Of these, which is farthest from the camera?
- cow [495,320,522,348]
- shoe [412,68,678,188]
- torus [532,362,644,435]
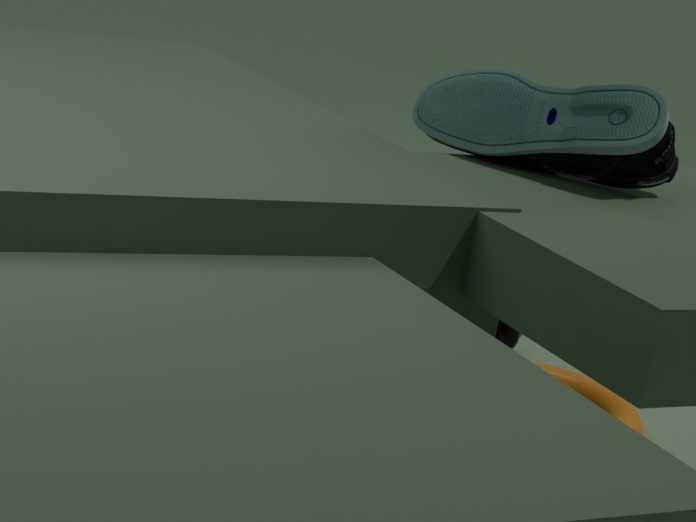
cow [495,320,522,348]
